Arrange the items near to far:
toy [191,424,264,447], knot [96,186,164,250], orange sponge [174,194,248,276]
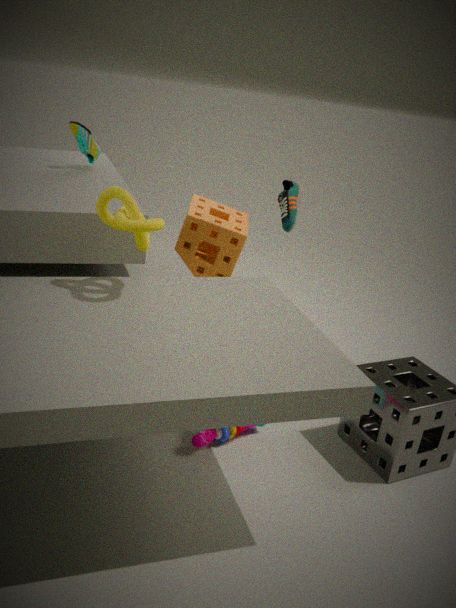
knot [96,186,164,250] → toy [191,424,264,447] → orange sponge [174,194,248,276]
